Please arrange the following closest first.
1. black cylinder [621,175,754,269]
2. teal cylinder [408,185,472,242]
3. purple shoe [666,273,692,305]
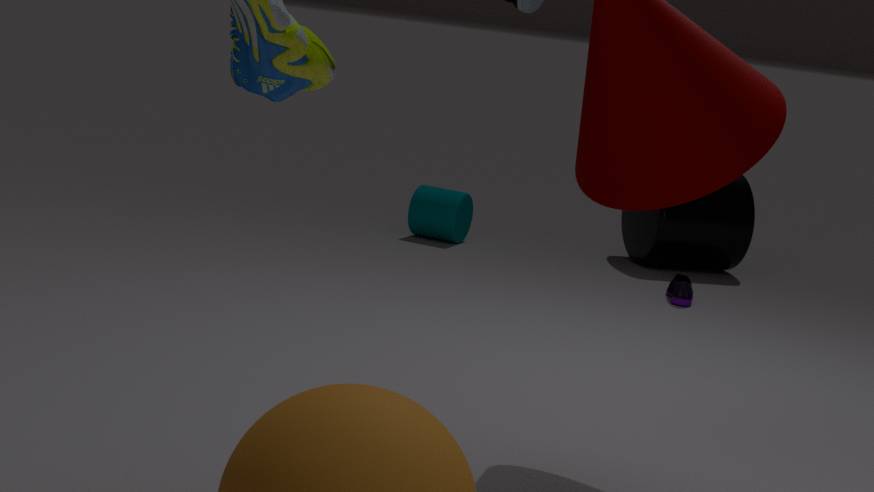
purple shoe [666,273,692,305] < black cylinder [621,175,754,269] < teal cylinder [408,185,472,242]
